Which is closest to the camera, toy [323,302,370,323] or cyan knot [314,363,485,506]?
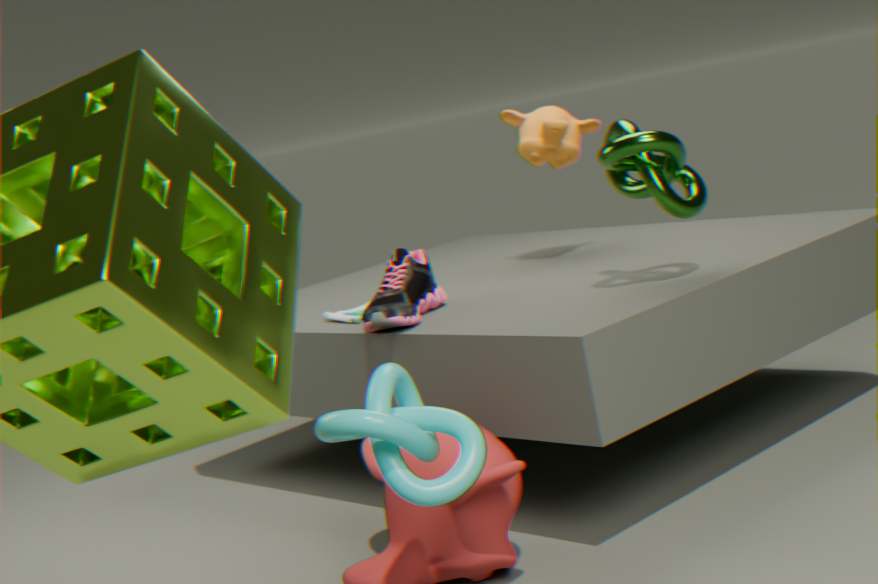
cyan knot [314,363,485,506]
